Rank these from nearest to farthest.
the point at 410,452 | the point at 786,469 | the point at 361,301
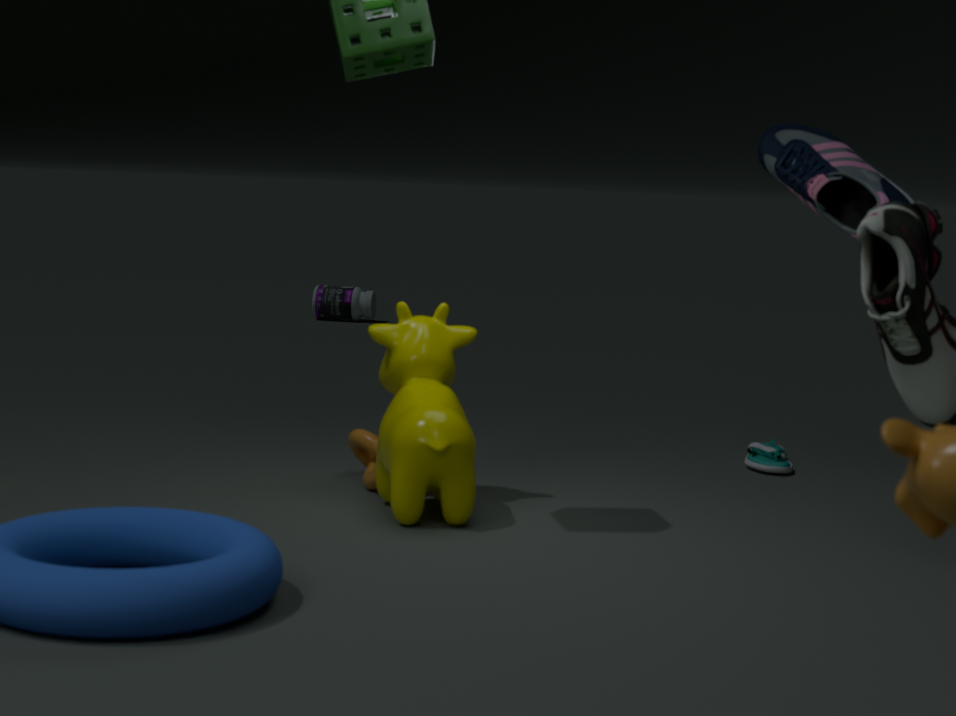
the point at 410,452
the point at 786,469
the point at 361,301
